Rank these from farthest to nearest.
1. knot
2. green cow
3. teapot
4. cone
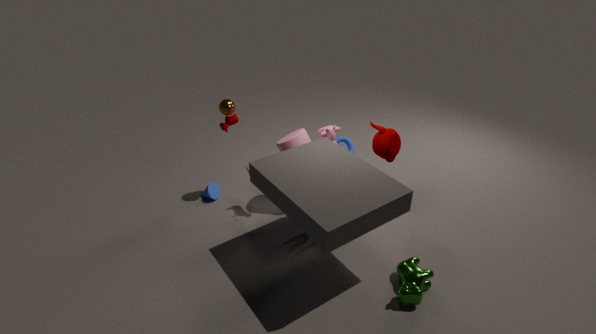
knot < cone < teapot < green cow
